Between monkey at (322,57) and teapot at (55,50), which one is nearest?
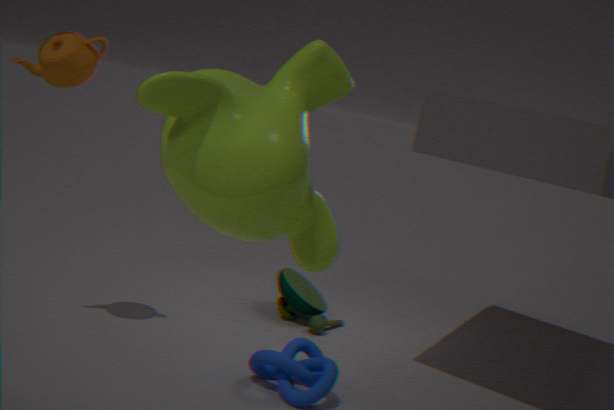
monkey at (322,57)
